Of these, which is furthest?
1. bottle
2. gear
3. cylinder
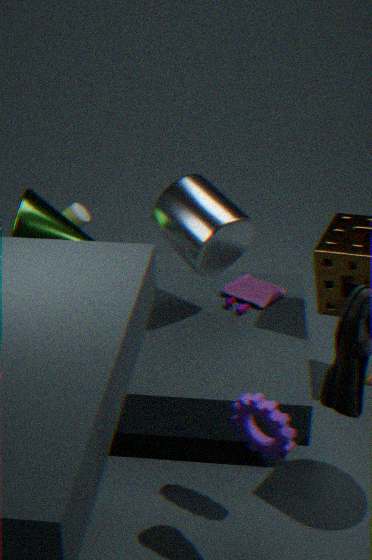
bottle
